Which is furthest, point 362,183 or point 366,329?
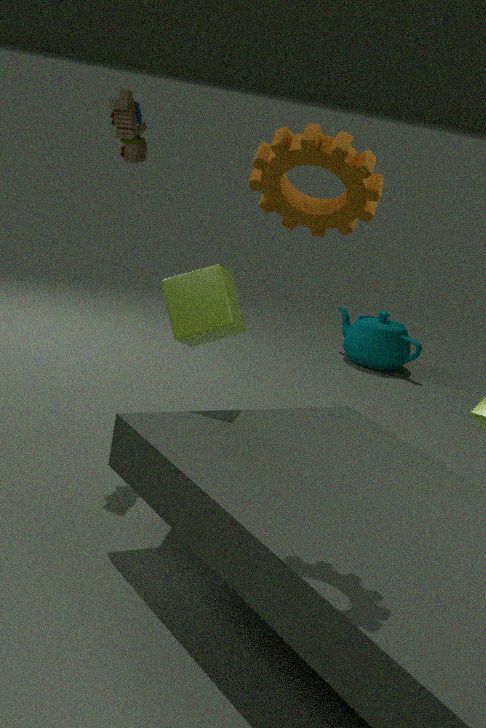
point 366,329
